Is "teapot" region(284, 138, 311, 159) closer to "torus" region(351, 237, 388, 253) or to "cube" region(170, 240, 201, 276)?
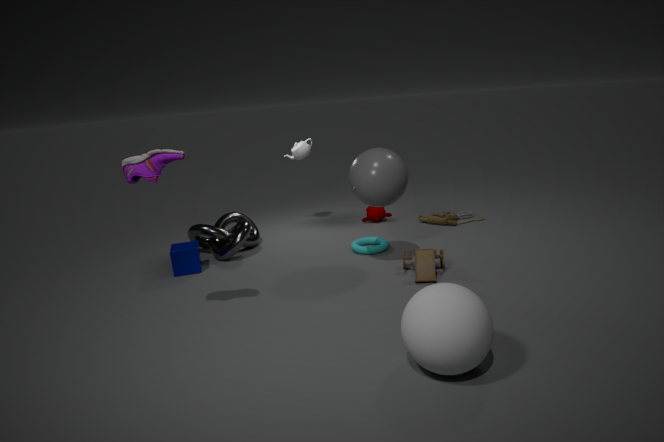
"torus" region(351, 237, 388, 253)
